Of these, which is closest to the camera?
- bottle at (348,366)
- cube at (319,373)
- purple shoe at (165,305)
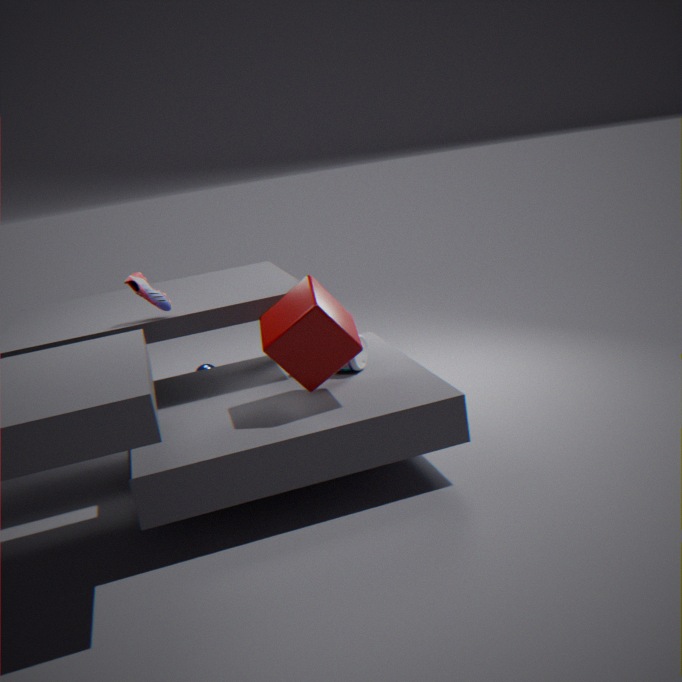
cube at (319,373)
